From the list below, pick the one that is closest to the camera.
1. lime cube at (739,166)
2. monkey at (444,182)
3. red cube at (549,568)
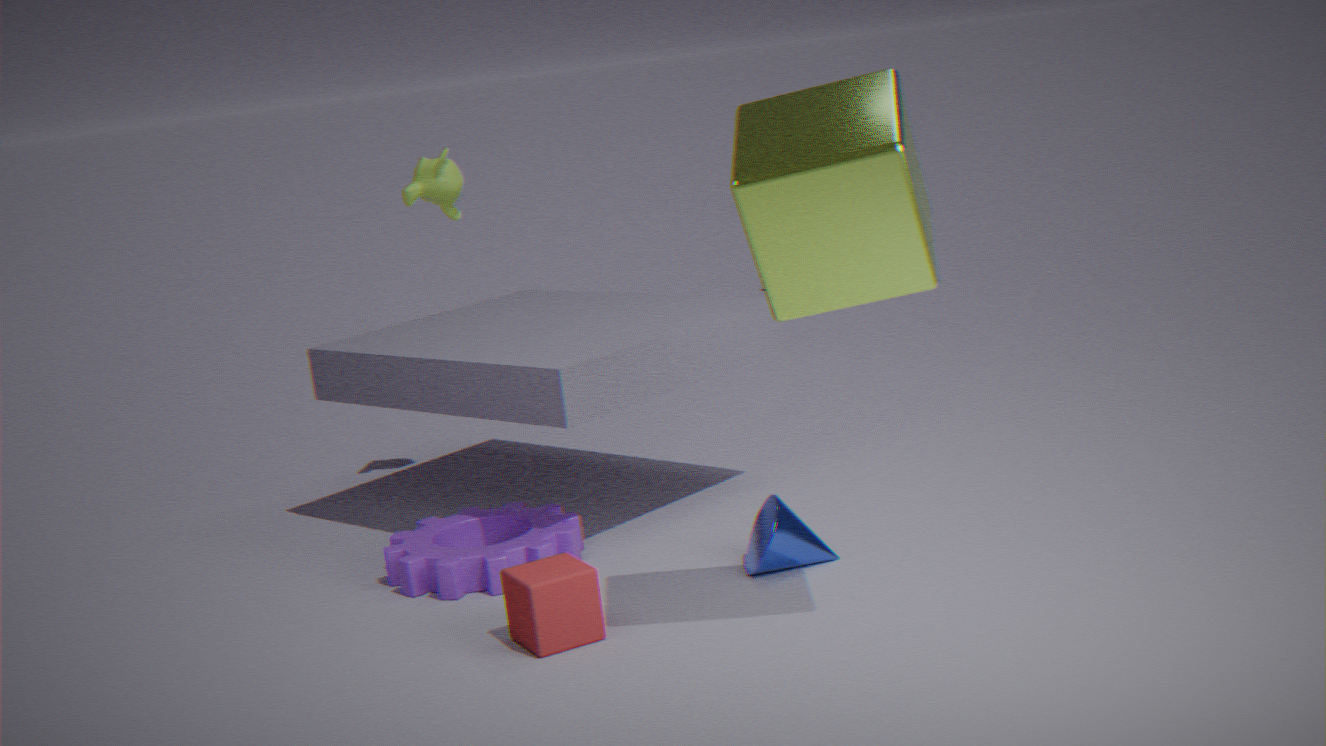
lime cube at (739,166)
